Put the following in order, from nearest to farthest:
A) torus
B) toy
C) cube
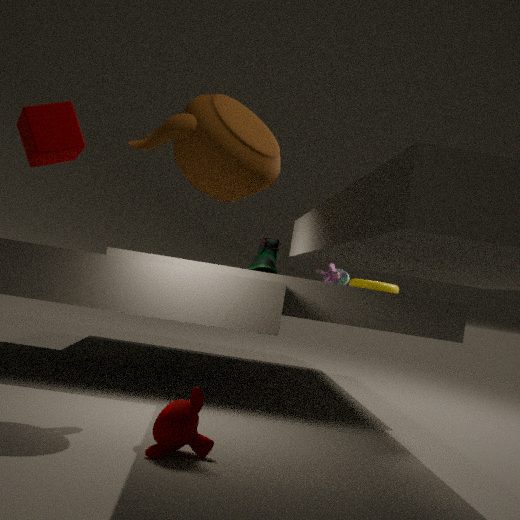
cube < torus < toy
